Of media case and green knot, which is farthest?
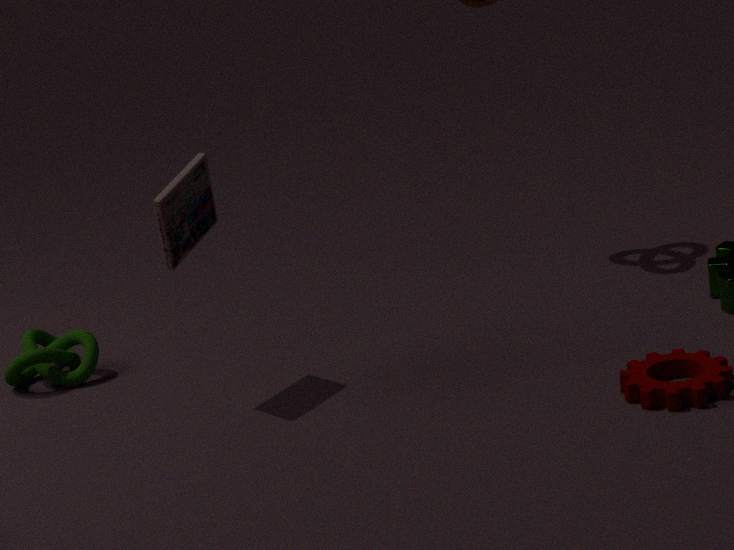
green knot
